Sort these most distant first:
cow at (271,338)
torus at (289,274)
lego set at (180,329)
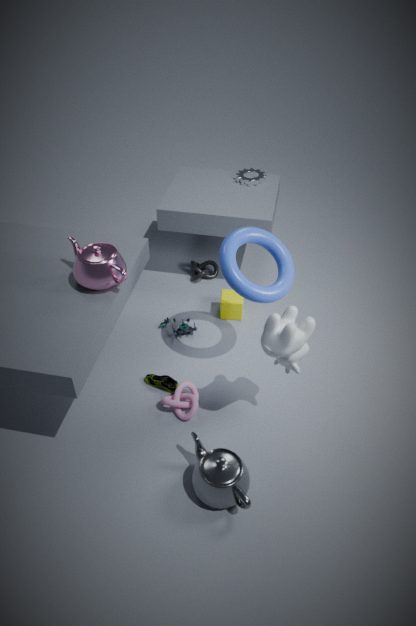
1. lego set at (180,329)
2. torus at (289,274)
3. cow at (271,338)
